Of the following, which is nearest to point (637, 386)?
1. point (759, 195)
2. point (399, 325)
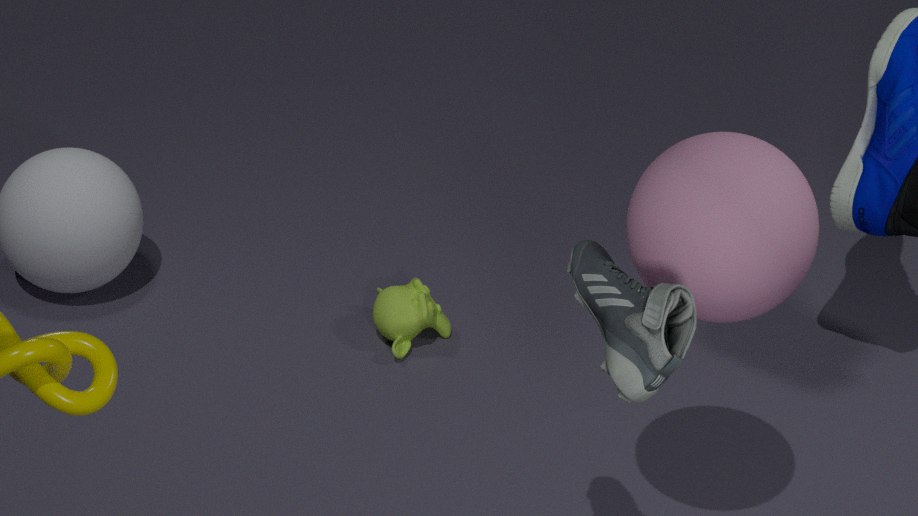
point (759, 195)
